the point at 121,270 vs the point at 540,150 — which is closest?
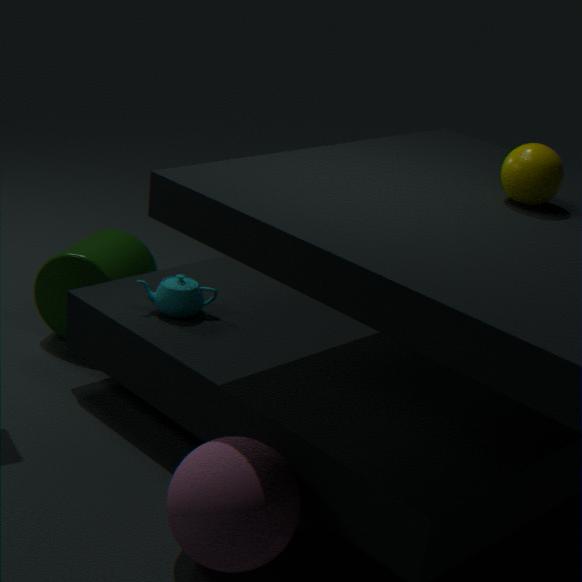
the point at 540,150
